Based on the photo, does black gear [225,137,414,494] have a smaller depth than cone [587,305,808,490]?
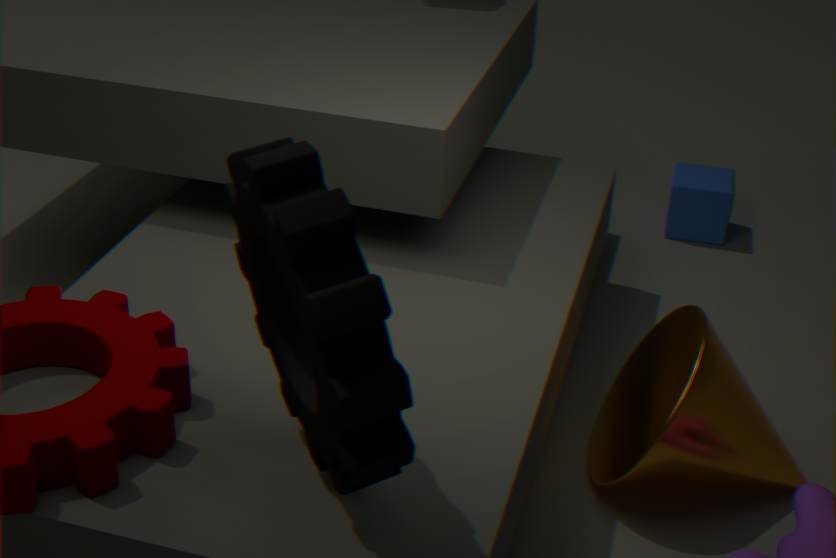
Yes
